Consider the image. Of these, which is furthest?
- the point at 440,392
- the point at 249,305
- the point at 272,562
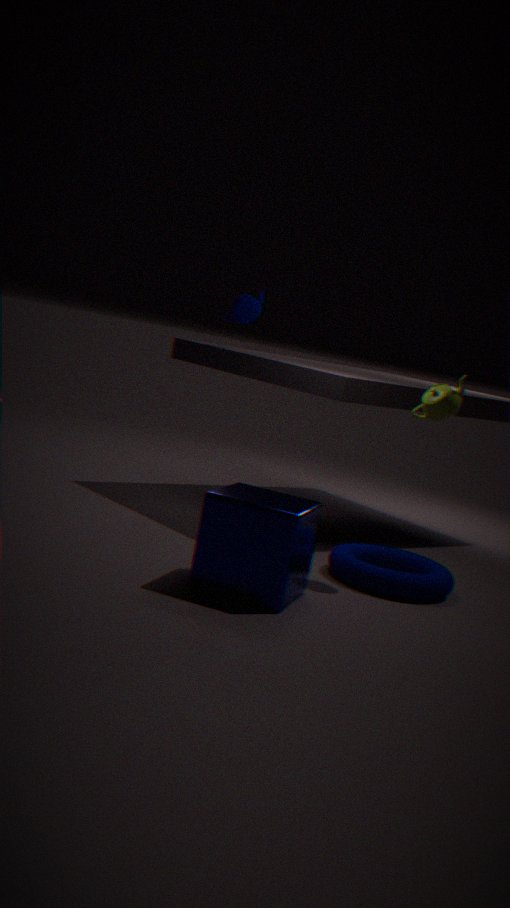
the point at 249,305
